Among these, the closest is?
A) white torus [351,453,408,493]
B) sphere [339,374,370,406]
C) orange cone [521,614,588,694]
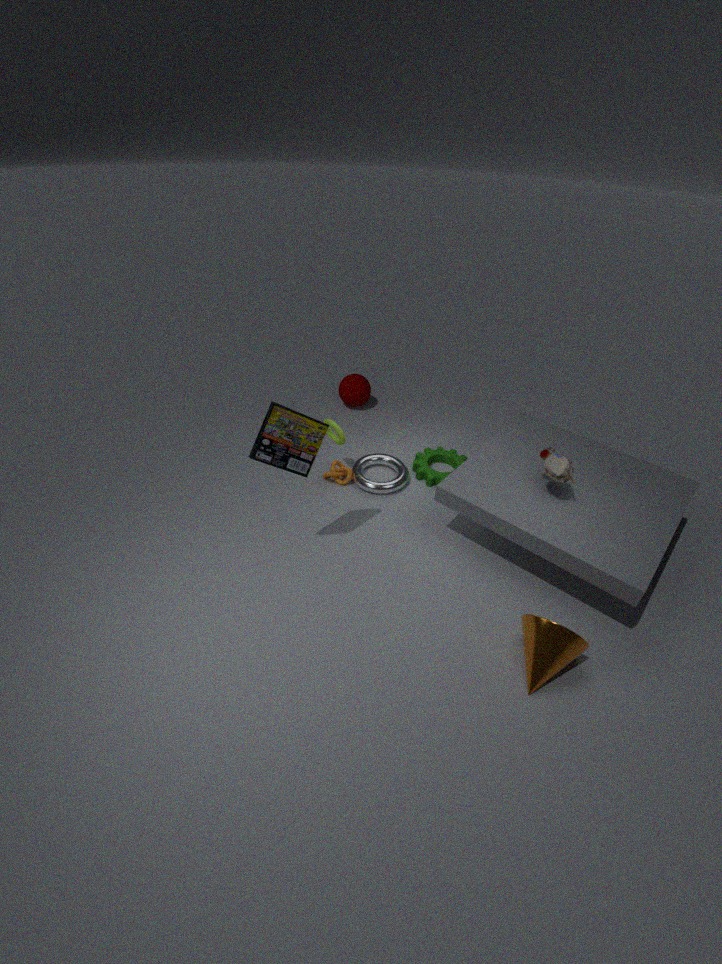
orange cone [521,614,588,694]
